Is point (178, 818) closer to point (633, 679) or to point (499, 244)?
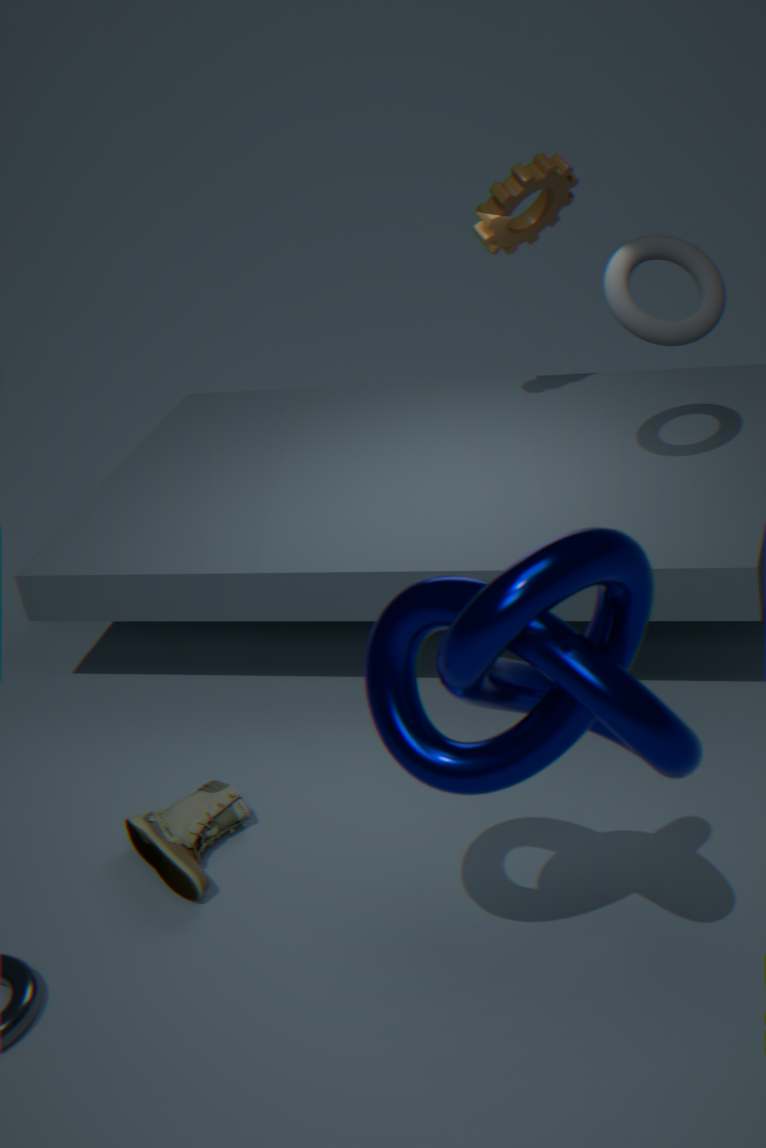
point (633, 679)
